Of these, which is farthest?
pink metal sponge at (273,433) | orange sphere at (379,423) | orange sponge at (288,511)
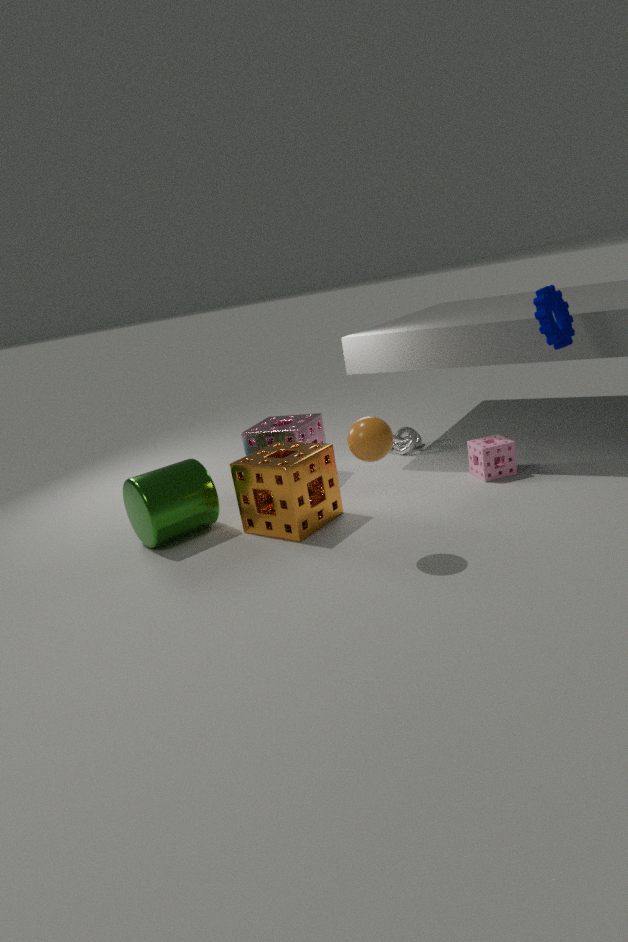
pink metal sponge at (273,433)
